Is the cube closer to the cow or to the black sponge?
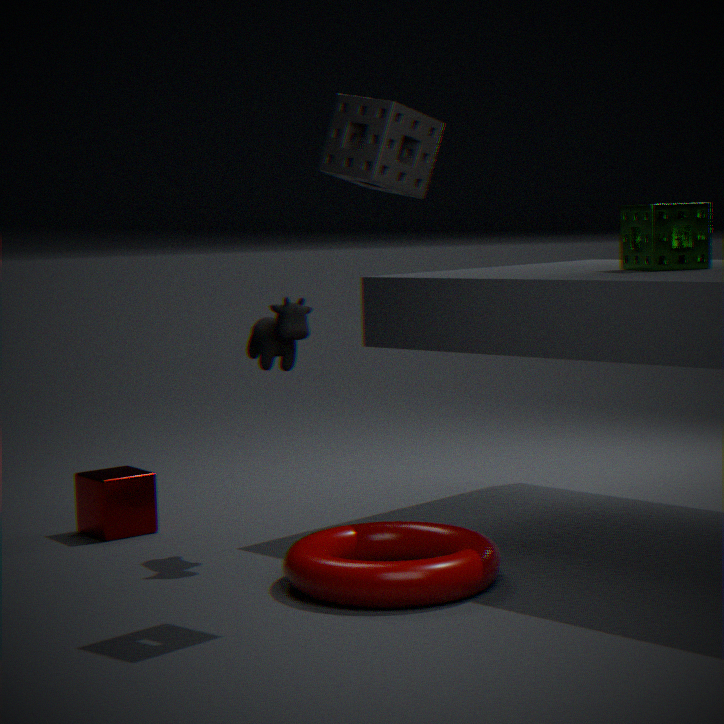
the cow
